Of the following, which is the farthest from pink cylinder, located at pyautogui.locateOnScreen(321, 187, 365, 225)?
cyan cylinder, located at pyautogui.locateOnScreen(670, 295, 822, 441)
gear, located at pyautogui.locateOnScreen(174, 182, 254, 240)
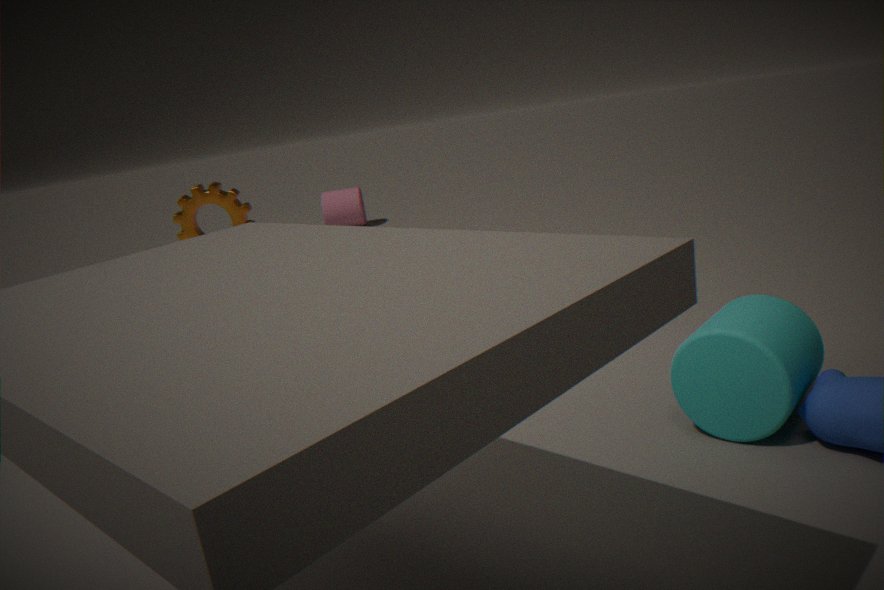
cyan cylinder, located at pyautogui.locateOnScreen(670, 295, 822, 441)
